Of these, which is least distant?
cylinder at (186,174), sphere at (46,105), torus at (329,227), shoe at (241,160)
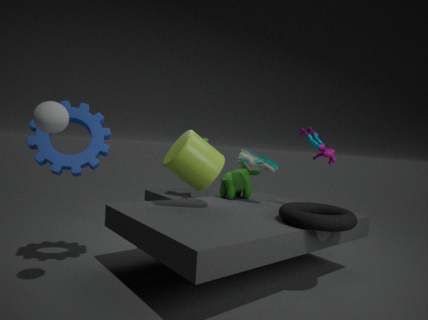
sphere at (46,105)
